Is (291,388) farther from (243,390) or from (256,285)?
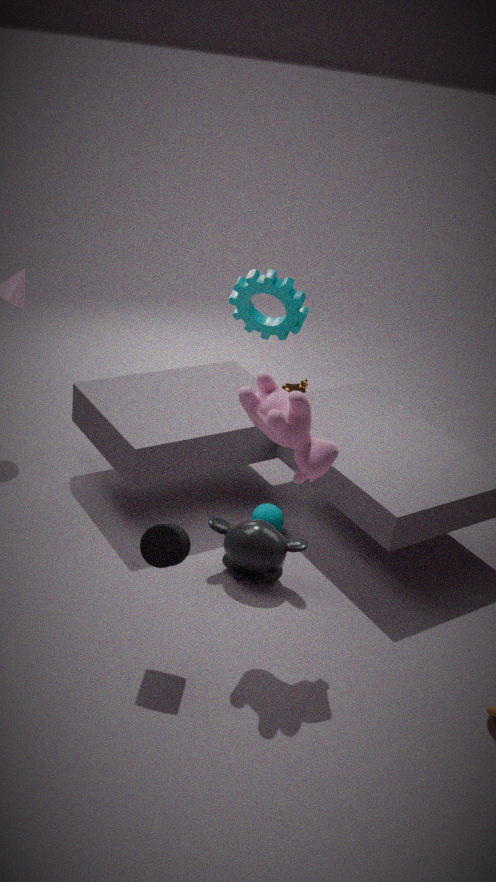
(243,390)
